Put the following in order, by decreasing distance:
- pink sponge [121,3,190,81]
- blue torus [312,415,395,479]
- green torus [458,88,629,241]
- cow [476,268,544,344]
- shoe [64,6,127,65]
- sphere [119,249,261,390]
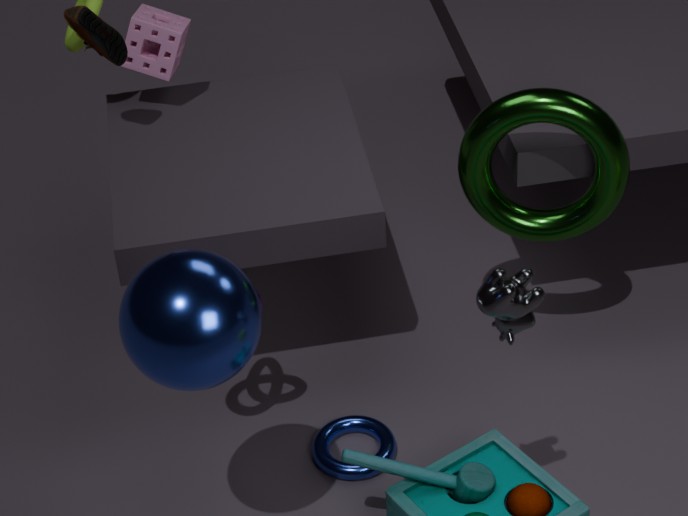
1. pink sponge [121,3,190,81]
2. shoe [64,6,127,65]
3. blue torus [312,415,395,479]
4. green torus [458,88,629,241]
5. cow [476,268,544,344]
6. sphere [119,249,261,390]
